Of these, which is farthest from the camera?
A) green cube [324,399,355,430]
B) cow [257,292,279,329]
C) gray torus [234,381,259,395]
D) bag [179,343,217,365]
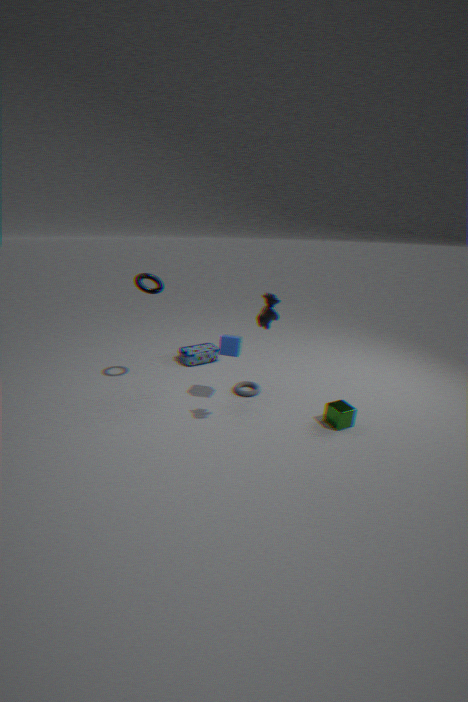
bag [179,343,217,365]
